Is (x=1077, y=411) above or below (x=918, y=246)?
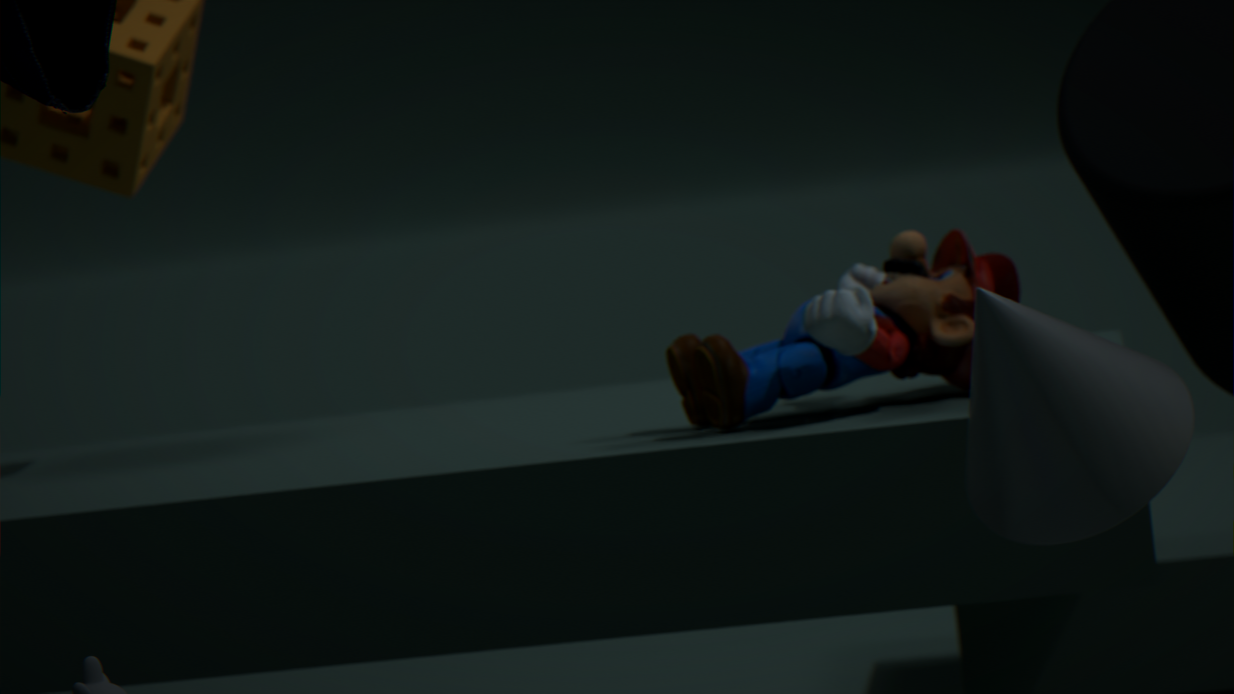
below
